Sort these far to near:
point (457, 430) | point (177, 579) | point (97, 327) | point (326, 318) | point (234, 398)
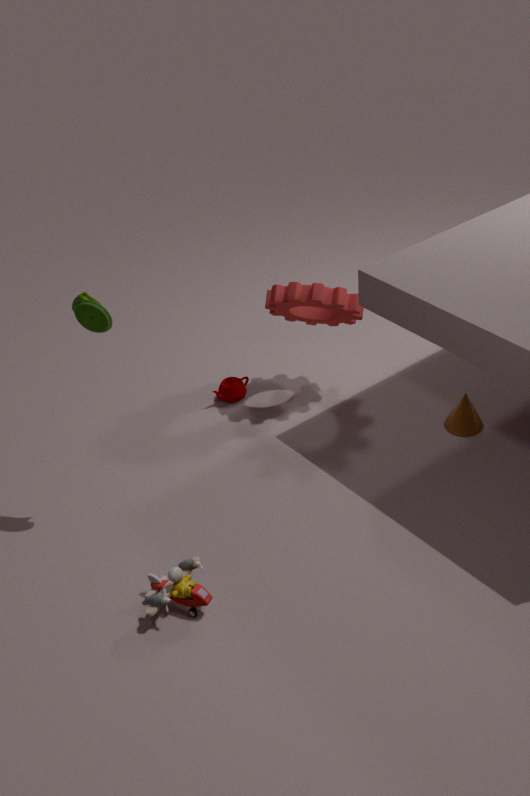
1. point (234, 398)
2. point (326, 318)
3. point (457, 430)
4. point (97, 327)
5. point (177, 579)
